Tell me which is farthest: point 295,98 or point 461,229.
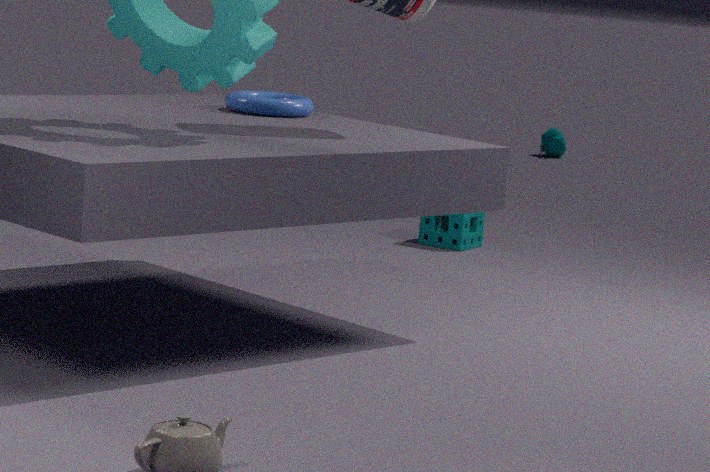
point 461,229
